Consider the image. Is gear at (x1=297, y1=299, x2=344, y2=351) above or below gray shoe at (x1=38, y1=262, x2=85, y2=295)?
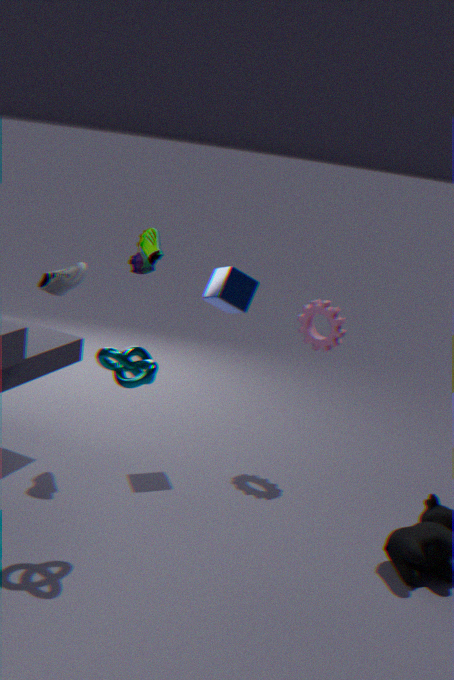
below
